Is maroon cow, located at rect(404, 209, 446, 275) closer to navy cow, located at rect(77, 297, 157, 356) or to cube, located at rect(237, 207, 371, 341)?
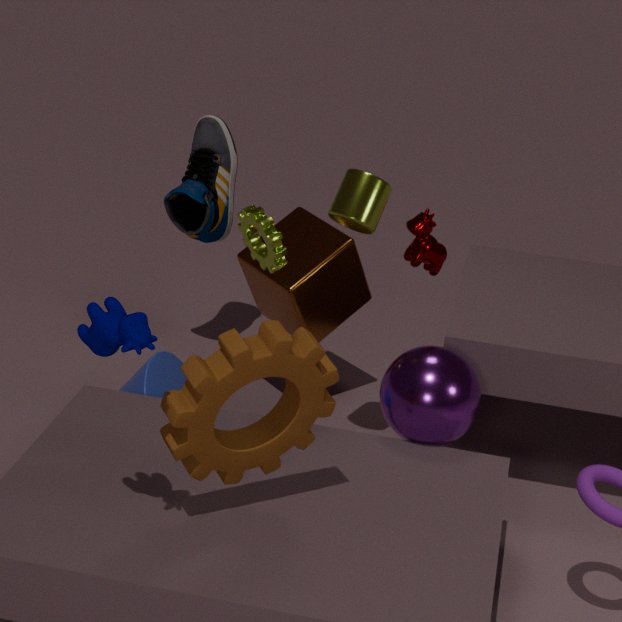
cube, located at rect(237, 207, 371, 341)
